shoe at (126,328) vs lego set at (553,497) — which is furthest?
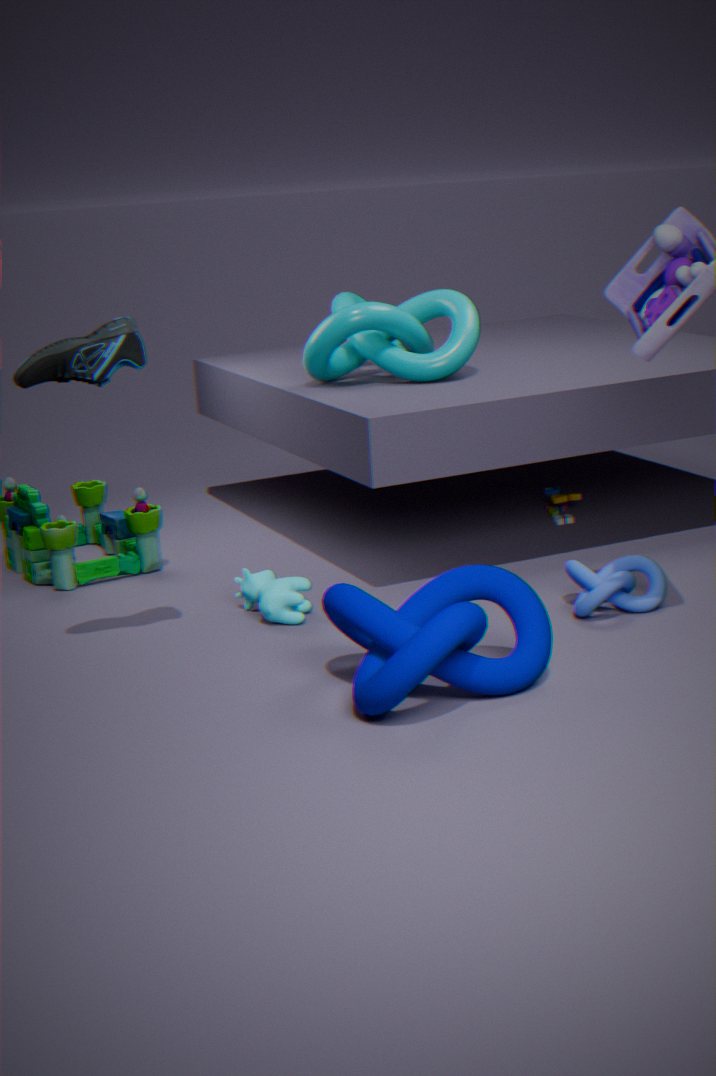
lego set at (553,497)
